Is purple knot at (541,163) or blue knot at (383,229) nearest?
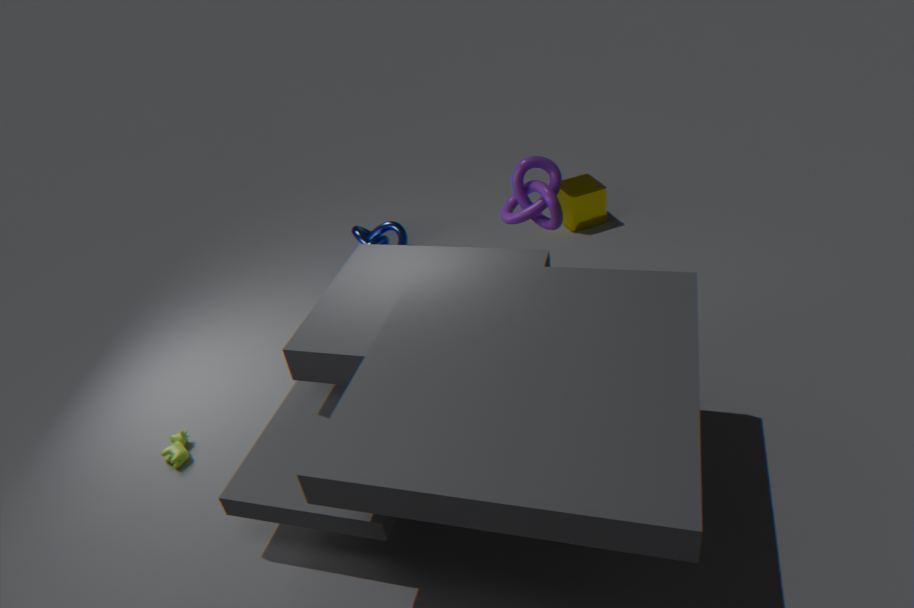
purple knot at (541,163)
